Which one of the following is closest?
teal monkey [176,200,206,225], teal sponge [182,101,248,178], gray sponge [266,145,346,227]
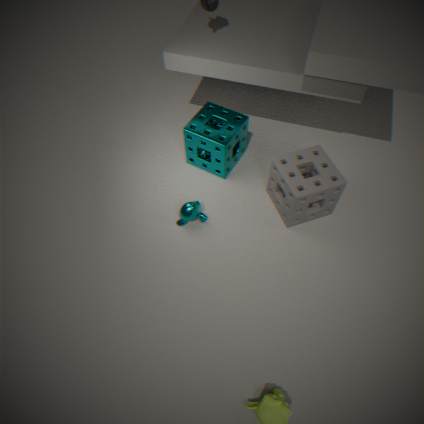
gray sponge [266,145,346,227]
